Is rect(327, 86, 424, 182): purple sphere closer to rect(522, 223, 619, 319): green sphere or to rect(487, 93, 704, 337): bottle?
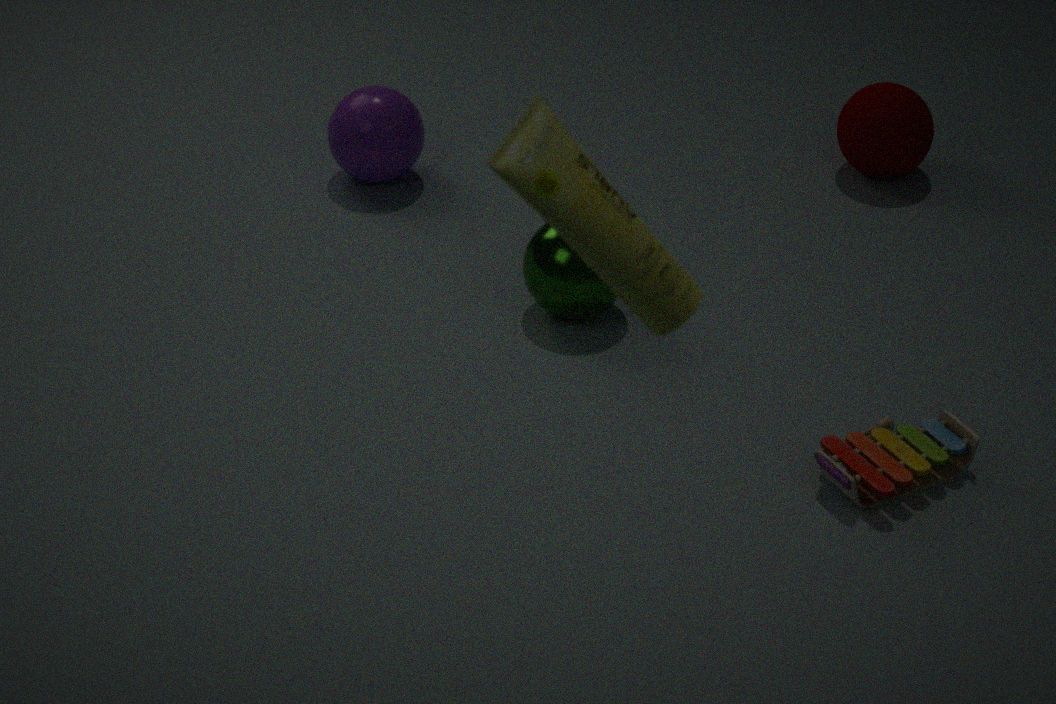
rect(522, 223, 619, 319): green sphere
